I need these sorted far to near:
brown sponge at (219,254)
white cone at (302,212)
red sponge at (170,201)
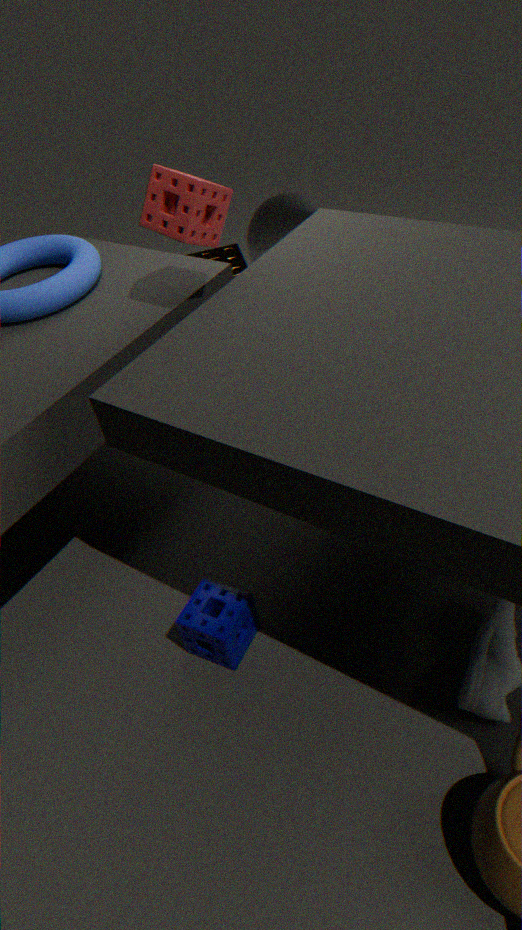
brown sponge at (219,254), white cone at (302,212), red sponge at (170,201)
